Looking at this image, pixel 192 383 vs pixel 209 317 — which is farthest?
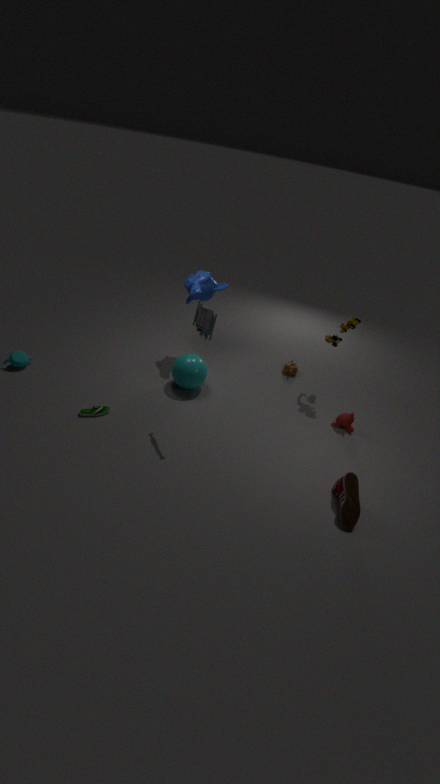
pixel 192 383
